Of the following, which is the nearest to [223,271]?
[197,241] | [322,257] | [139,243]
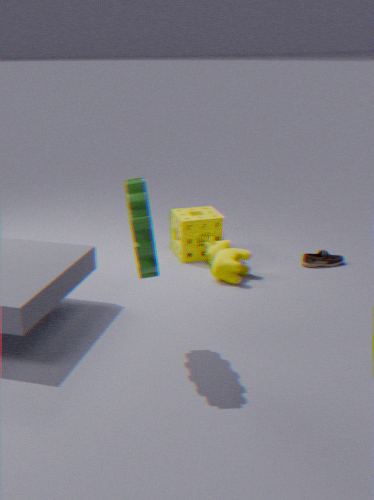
[197,241]
